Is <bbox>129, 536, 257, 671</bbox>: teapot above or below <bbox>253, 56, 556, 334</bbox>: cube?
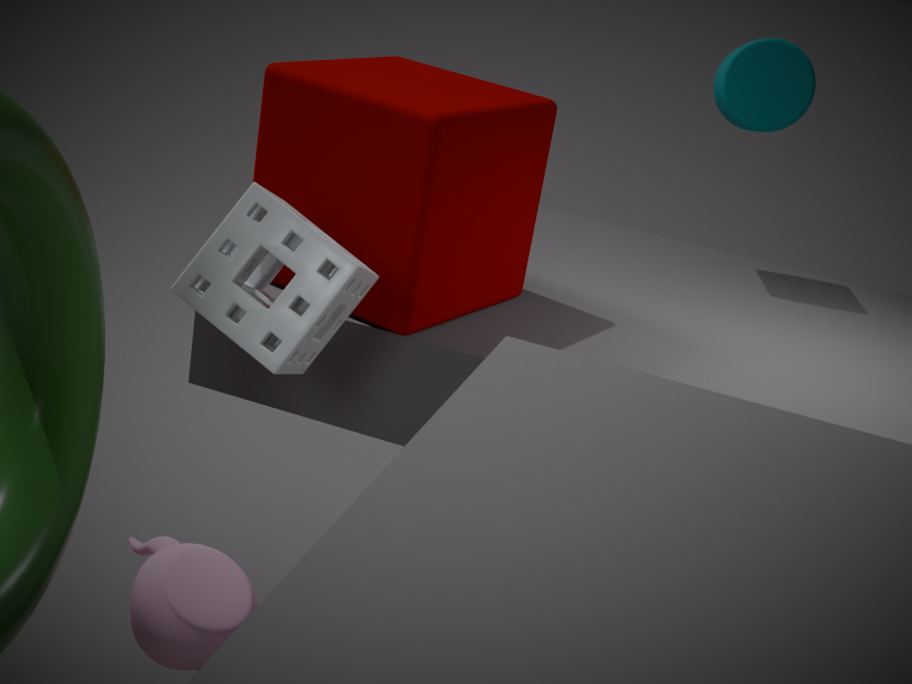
below
